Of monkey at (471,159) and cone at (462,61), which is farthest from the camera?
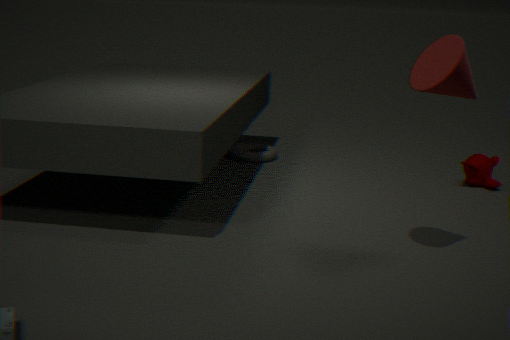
monkey at (471,159)
